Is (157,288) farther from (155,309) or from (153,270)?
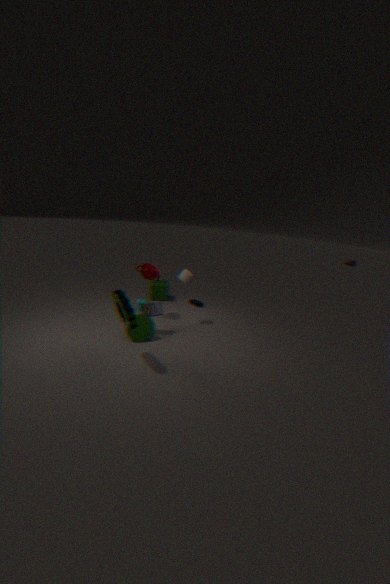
(155,309)
